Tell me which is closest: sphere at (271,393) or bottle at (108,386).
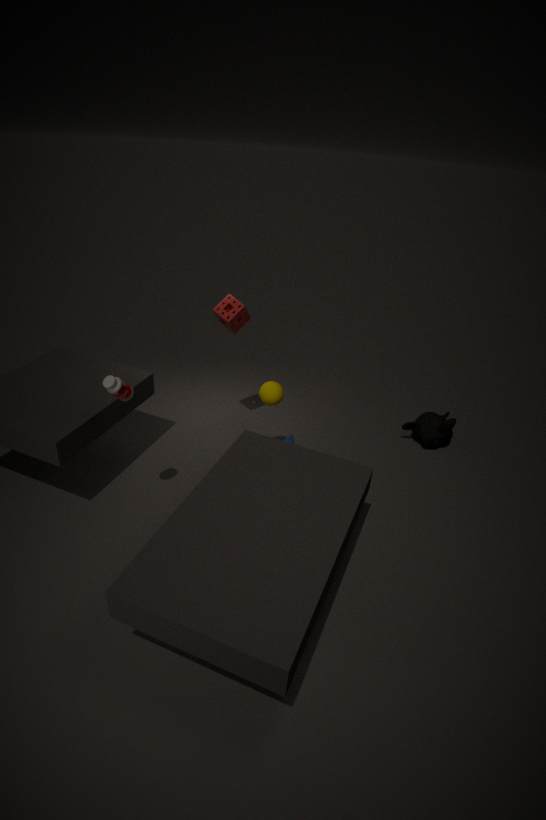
bottle at (108,386)
